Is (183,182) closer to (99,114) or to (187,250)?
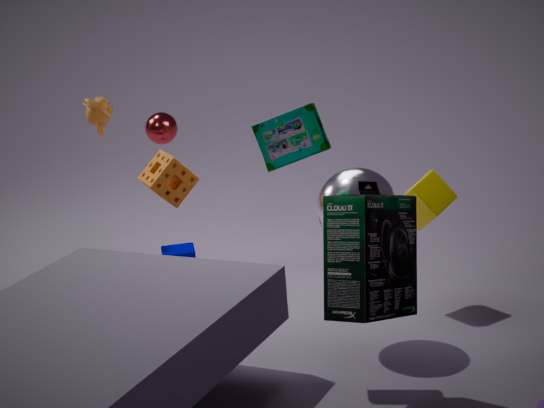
(187,250)
